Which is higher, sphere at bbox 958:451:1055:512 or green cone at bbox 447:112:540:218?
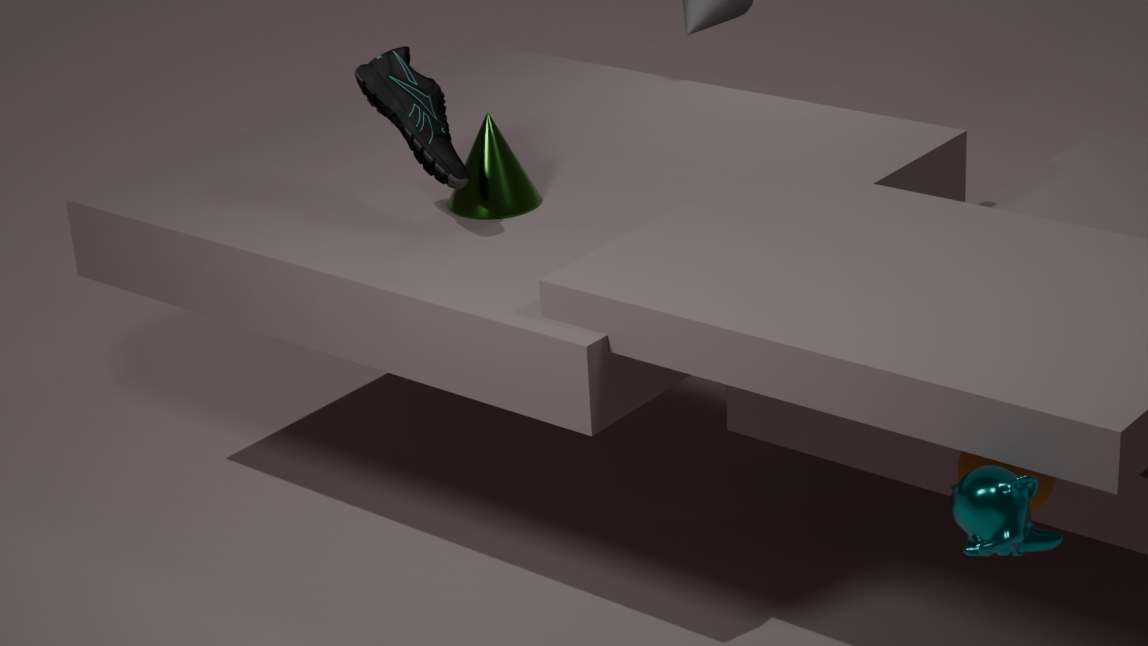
green cone at bbox 447:112:540:218
